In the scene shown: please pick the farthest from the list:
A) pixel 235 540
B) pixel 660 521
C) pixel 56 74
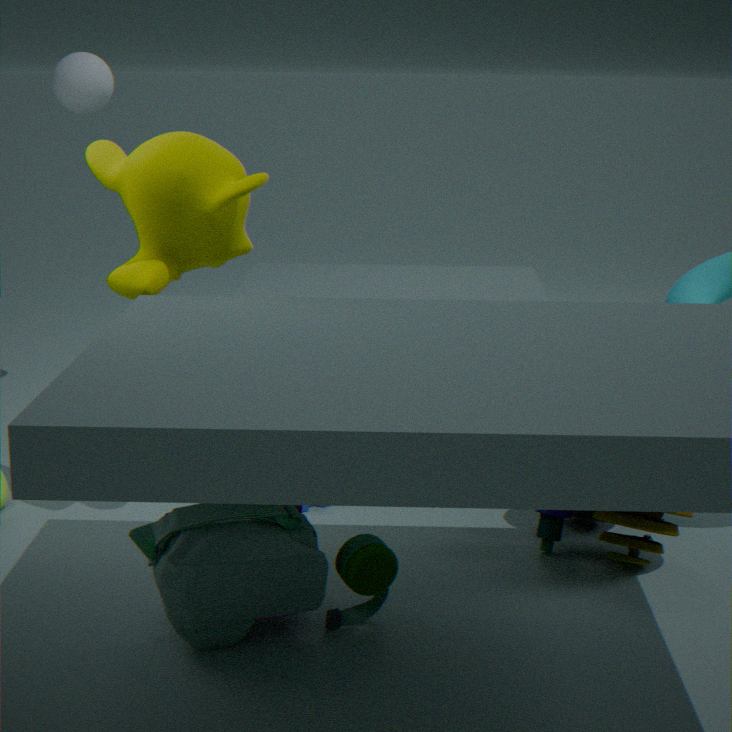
pixel 56 74
